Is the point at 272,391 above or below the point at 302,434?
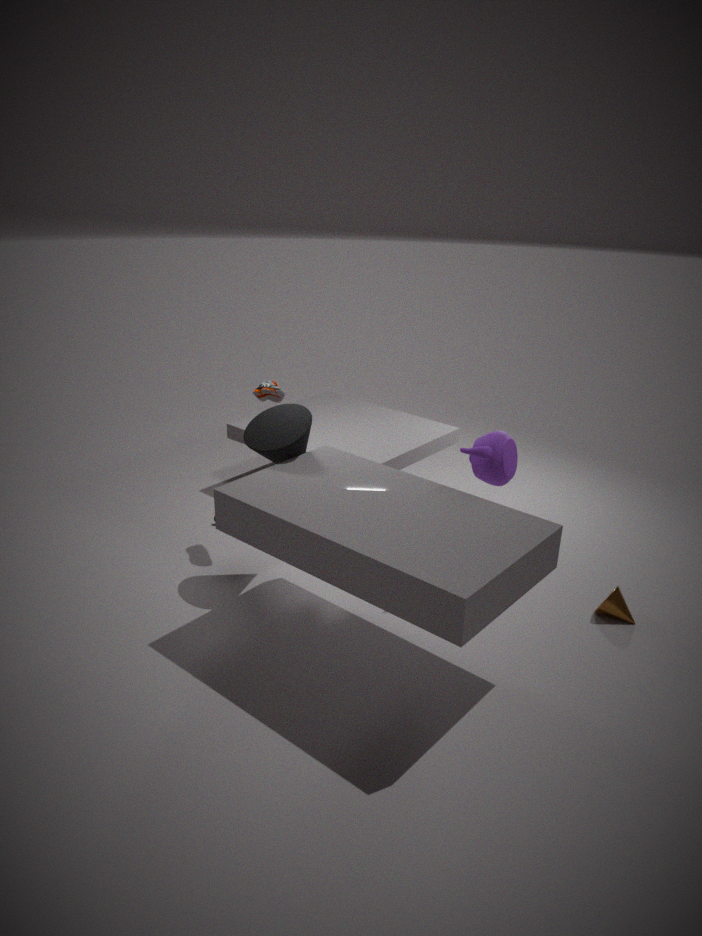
above
